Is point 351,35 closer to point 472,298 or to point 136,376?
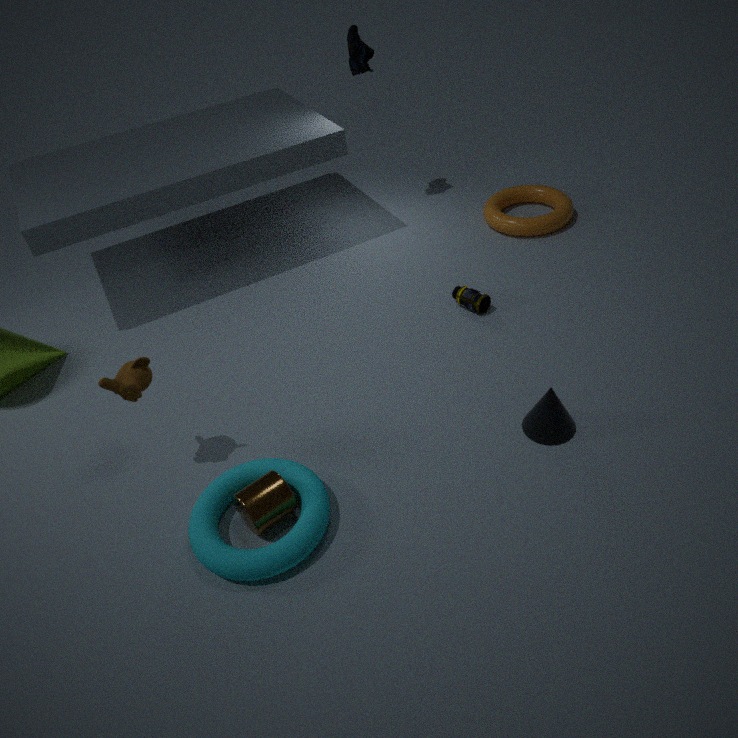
point 472,298
